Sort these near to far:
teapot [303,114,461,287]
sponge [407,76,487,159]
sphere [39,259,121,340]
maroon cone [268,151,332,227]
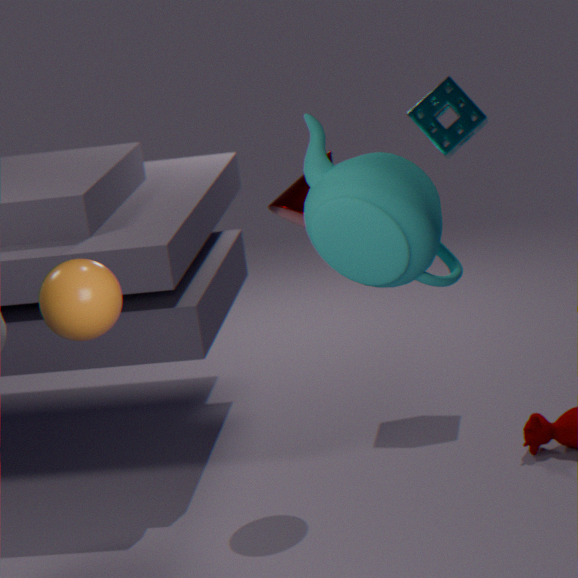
1. sphere [39,259,121,340]
2. teapot [303,114,461,287]
3. maroon cone [268,151,332,227]
4. sponge [407,76,487,159]
